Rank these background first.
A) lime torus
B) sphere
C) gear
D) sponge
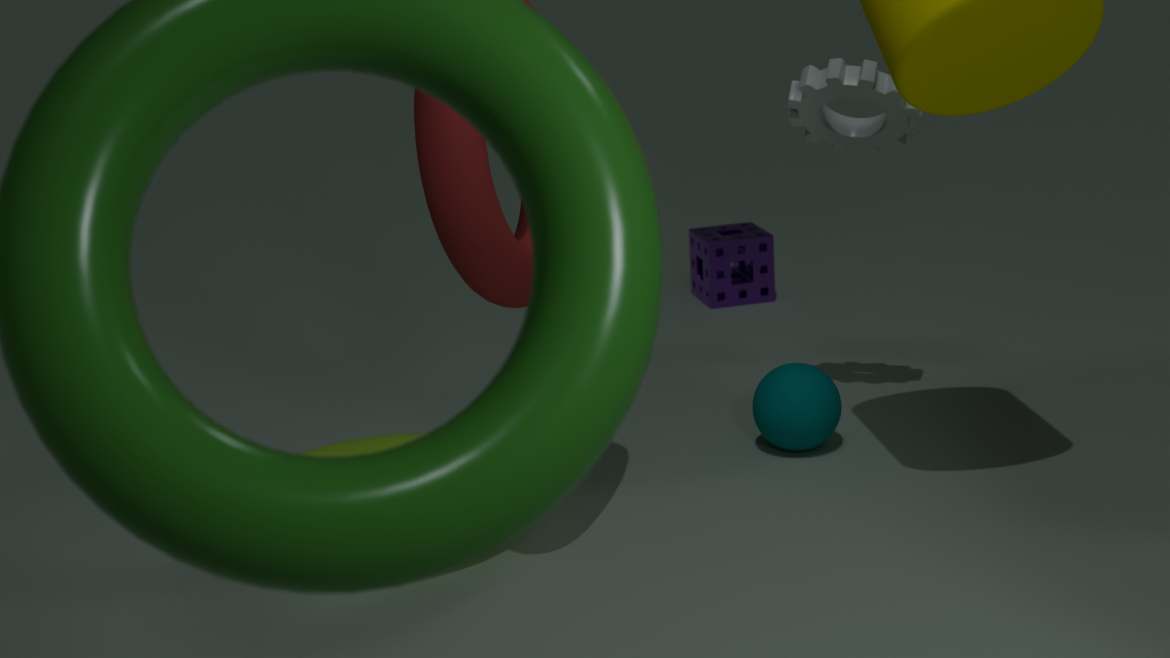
sponge, sphere, gear, lime torus
